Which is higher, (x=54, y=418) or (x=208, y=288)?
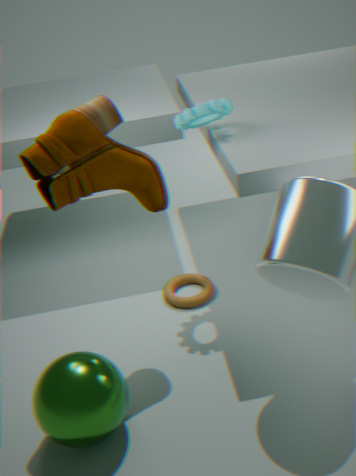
(x=54, y=418)
